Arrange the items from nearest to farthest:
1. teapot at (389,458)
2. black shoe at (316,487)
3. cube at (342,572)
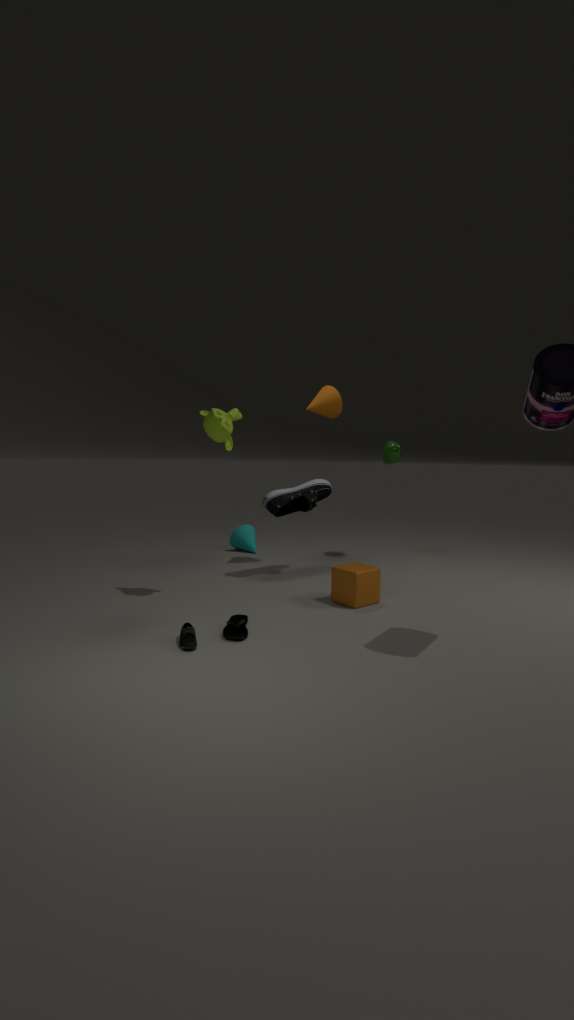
cube at (342,572), black shoe at (316,487), teapot at (389,458)
